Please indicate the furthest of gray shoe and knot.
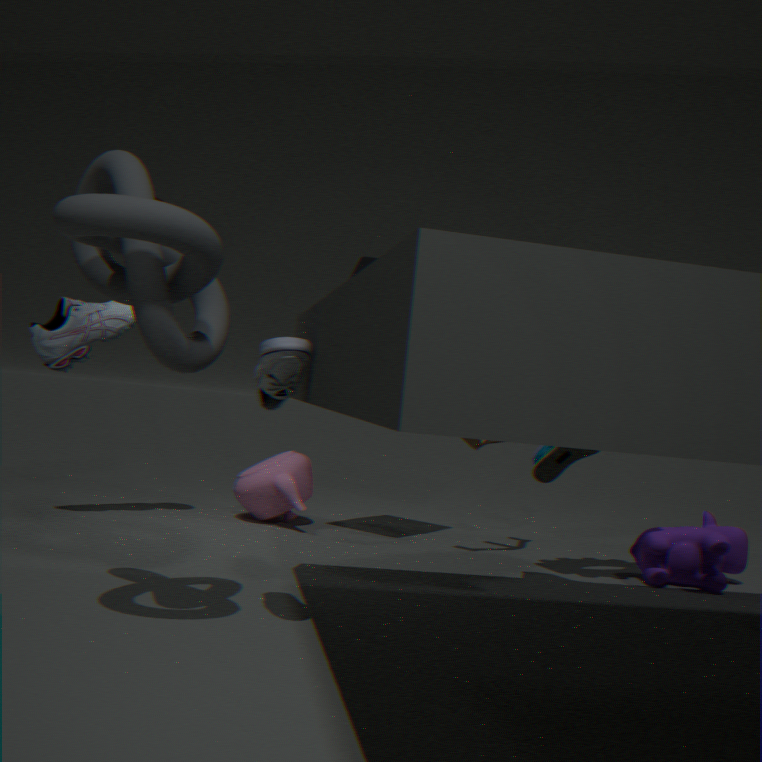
gray shoe
